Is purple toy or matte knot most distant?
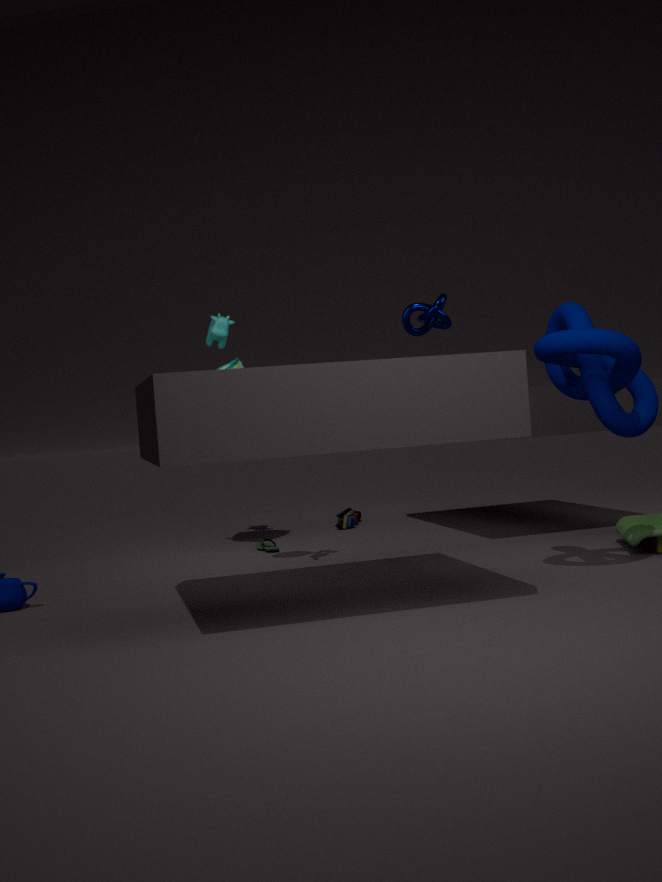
purple toy
